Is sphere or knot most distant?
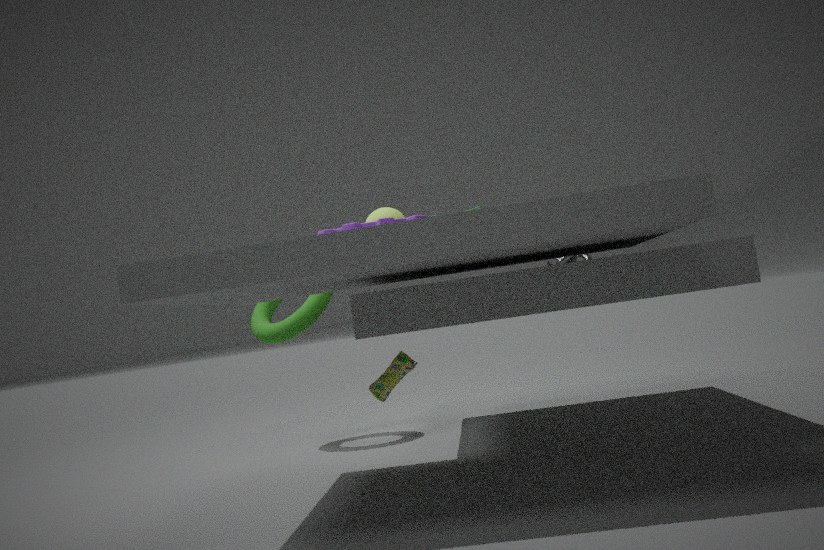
knot
